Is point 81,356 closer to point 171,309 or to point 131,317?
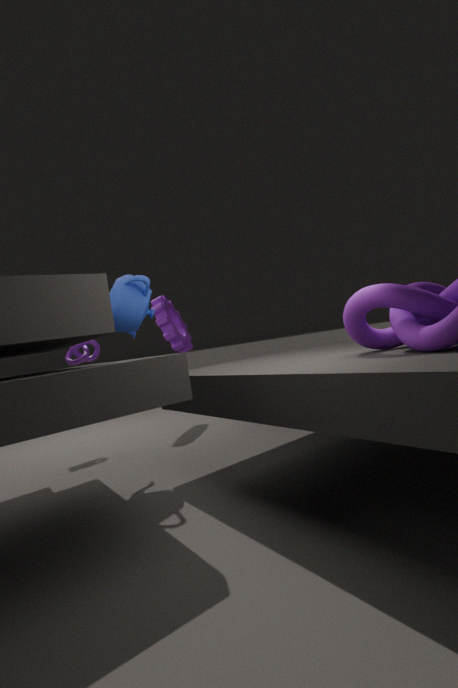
point 171,309
